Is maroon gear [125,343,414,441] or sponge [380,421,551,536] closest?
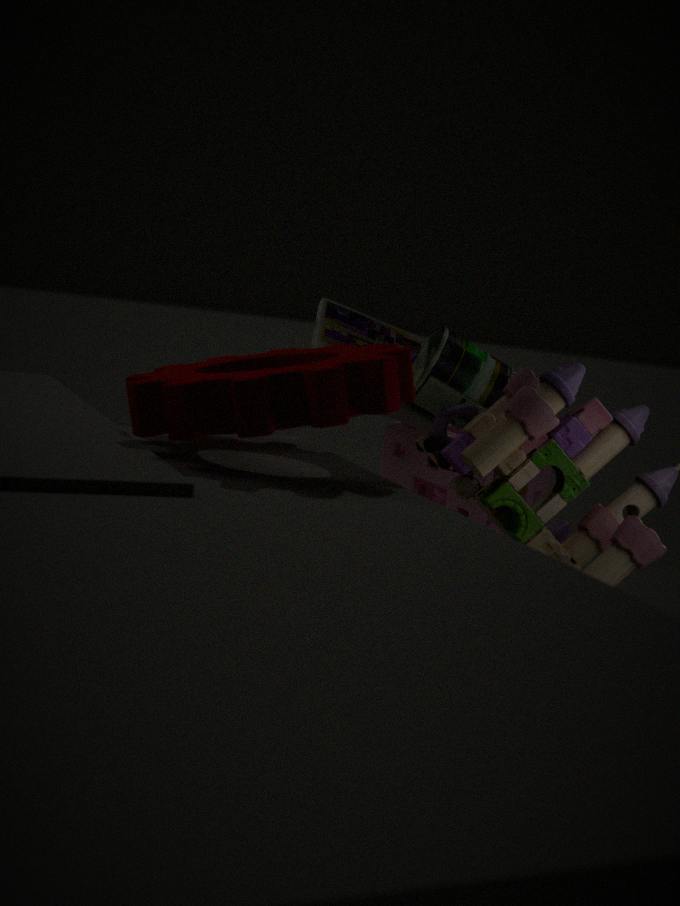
maroon gear [125,343,414,441]
